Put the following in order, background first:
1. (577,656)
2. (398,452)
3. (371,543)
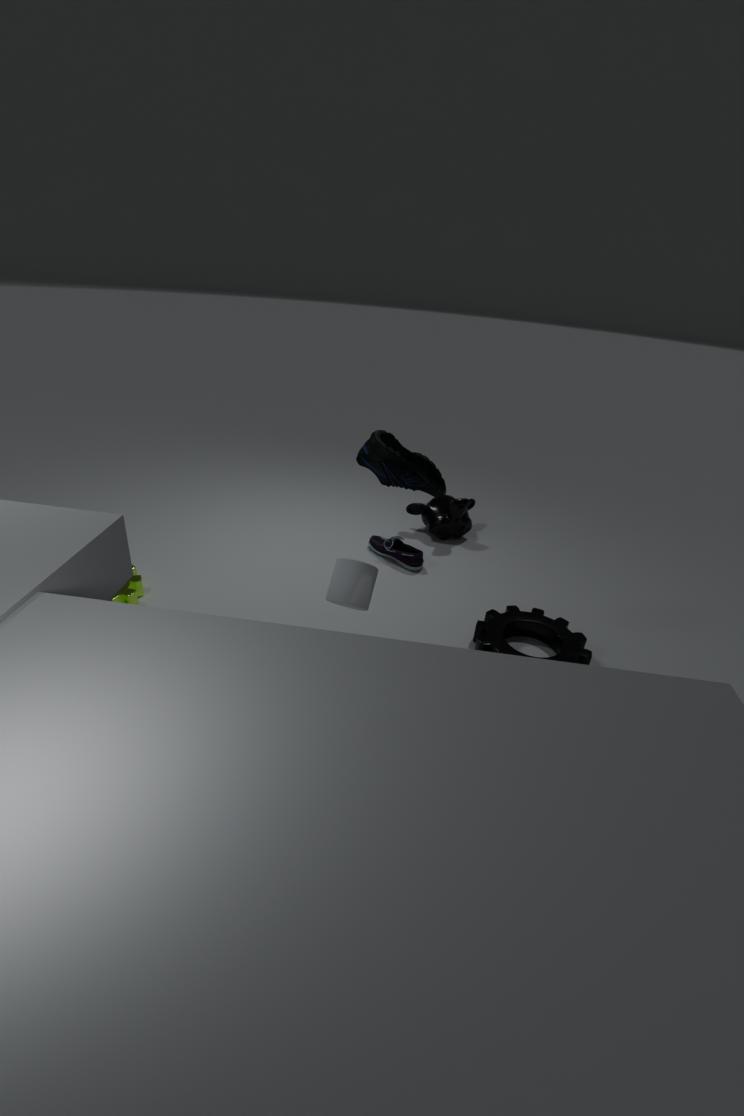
(371,543) < (577,656) < (398,452)
